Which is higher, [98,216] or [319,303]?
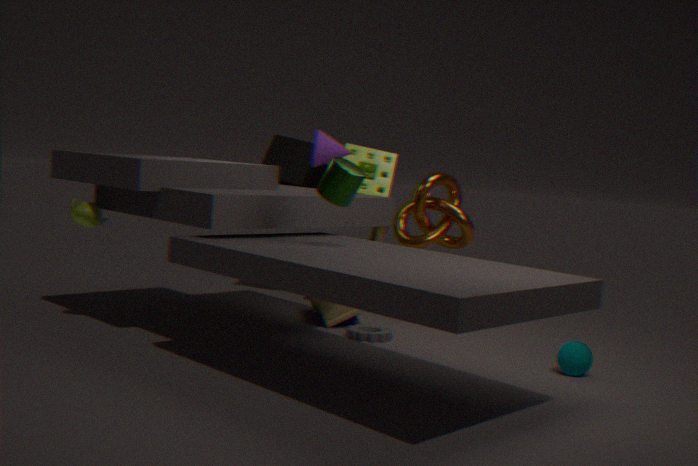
[98,216]
